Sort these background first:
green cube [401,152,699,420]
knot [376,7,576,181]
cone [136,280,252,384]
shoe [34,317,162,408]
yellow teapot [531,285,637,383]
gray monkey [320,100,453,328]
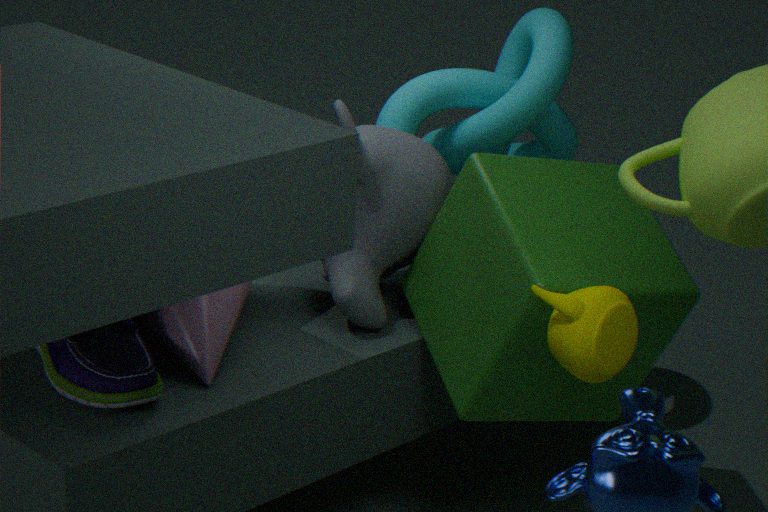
knot [376,7,576,181]
gray monkey [320,100,453,328]
cone [136,280,252,384]
green cube [401,152,699,420]
shoe [34,317,162,408]
yellow teapot [531,285,637,383]
